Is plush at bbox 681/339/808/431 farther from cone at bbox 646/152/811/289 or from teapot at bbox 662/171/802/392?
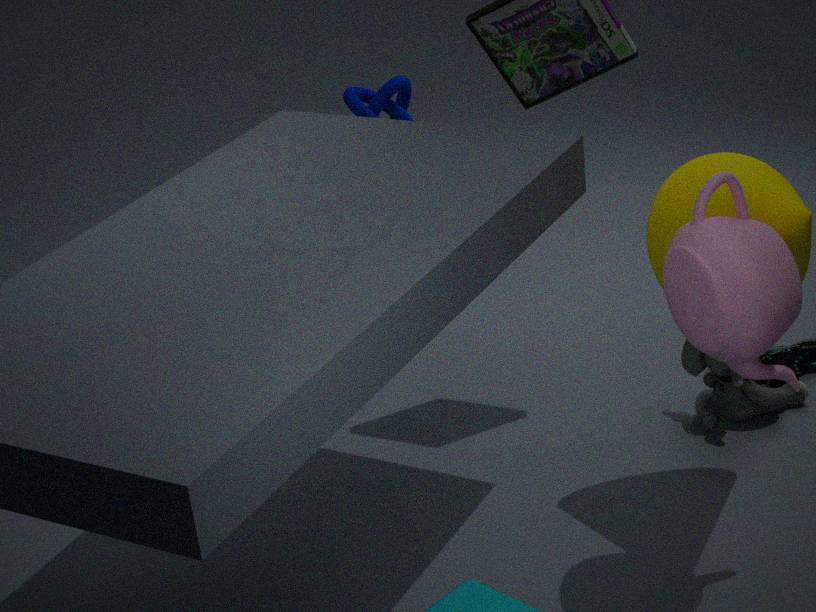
teapot at bbox 662/171/802/392
